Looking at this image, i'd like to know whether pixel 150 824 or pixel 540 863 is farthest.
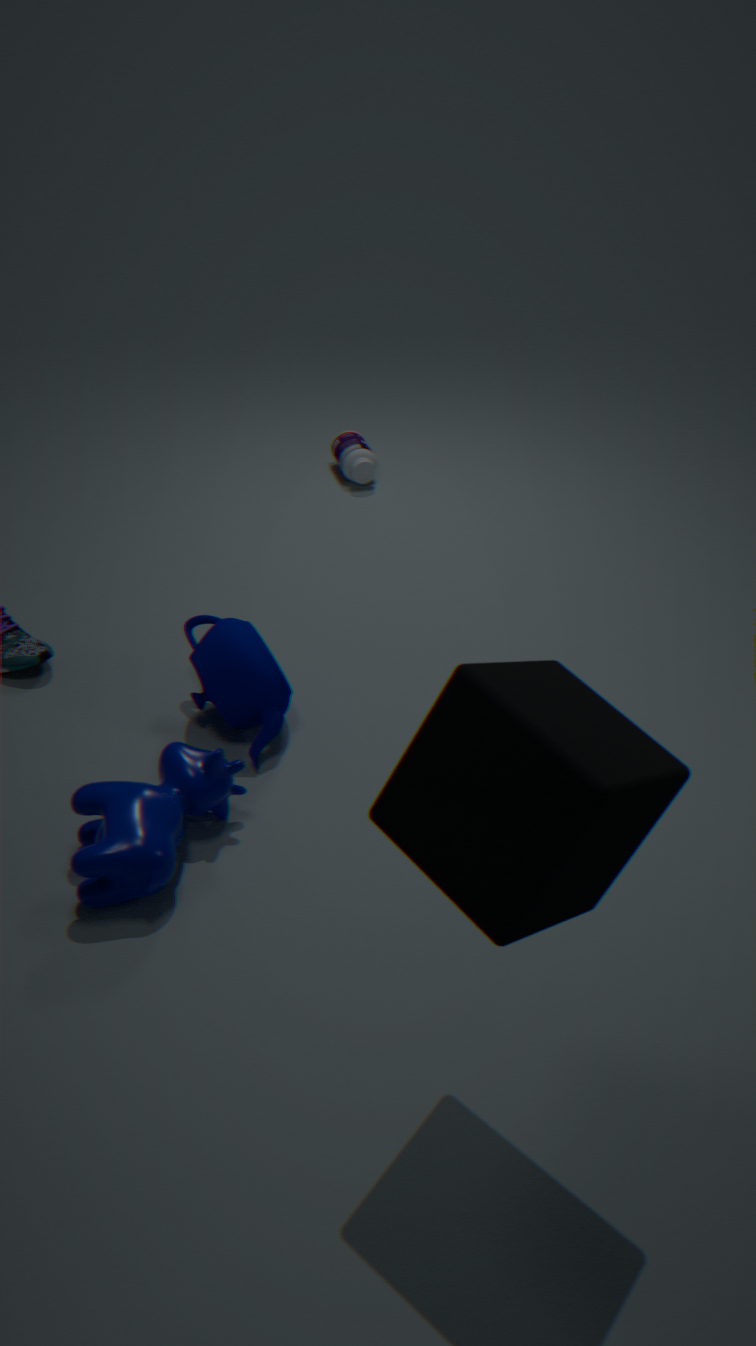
pixel 150 824
